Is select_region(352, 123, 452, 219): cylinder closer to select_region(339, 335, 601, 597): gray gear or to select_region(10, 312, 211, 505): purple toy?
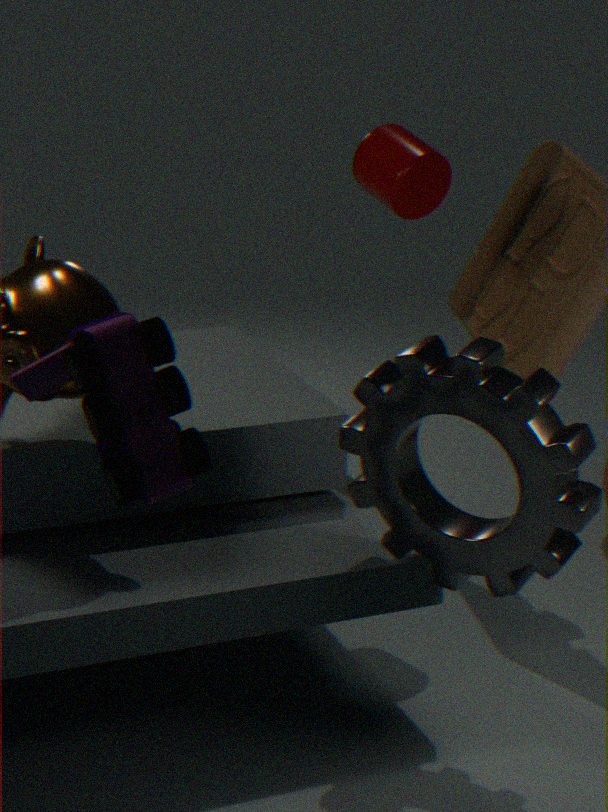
select_region(339, 335, 601, 597): gray gear
